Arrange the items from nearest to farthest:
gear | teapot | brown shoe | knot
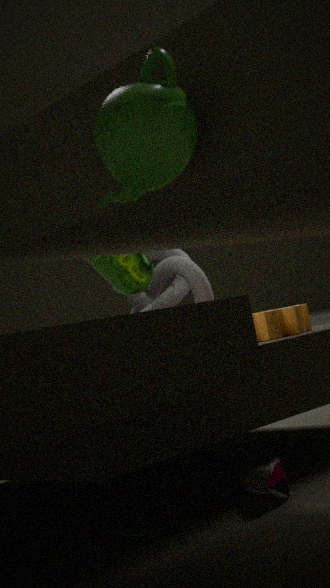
teapot
brown shoe
gear
knot
